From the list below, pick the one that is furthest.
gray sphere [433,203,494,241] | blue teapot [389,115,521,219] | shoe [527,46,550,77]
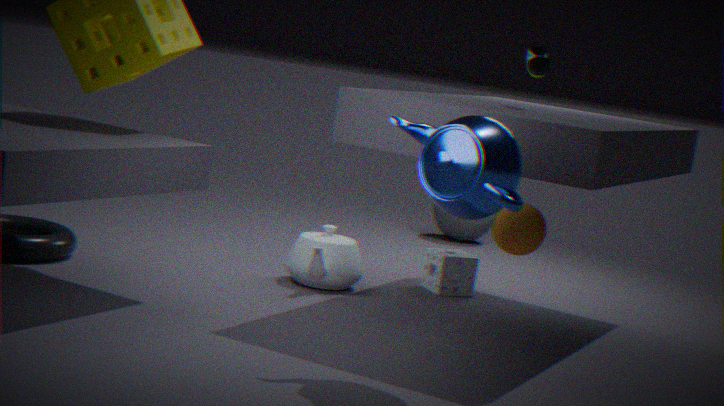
gray sphere [433,203,494,241]
